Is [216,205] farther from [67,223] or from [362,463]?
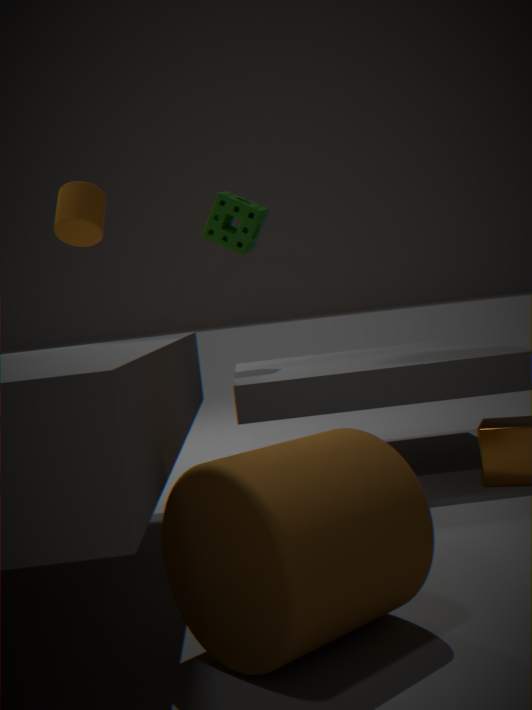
[362,463]
